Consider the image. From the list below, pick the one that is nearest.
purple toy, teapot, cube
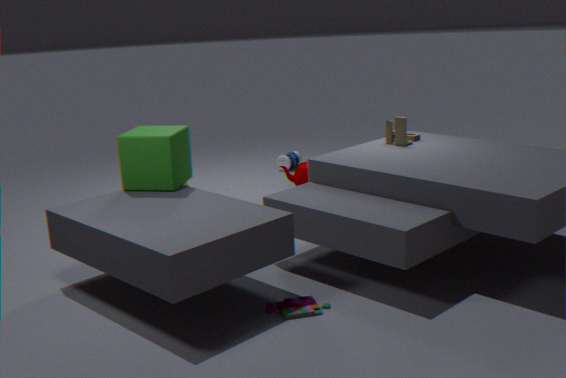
purple toy
